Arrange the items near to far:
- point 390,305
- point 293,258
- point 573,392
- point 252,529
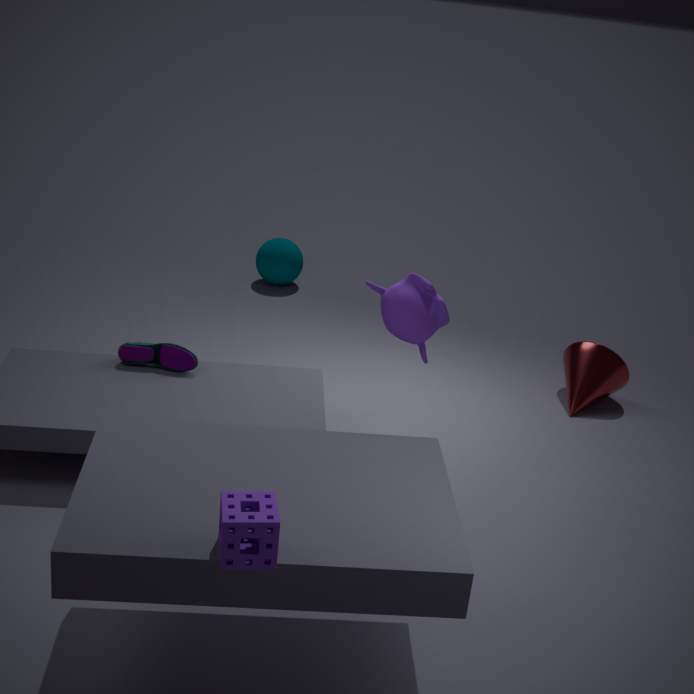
point 252,529, point 390,305, point 573,392, point 293,258
